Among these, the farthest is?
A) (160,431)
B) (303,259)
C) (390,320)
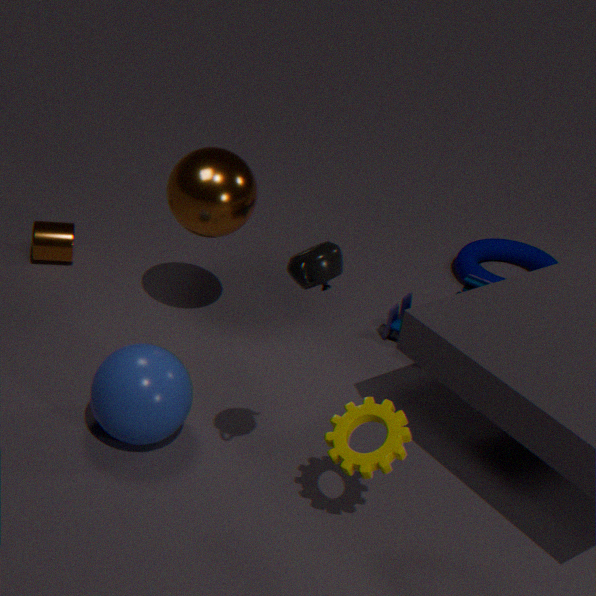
(390,320)
